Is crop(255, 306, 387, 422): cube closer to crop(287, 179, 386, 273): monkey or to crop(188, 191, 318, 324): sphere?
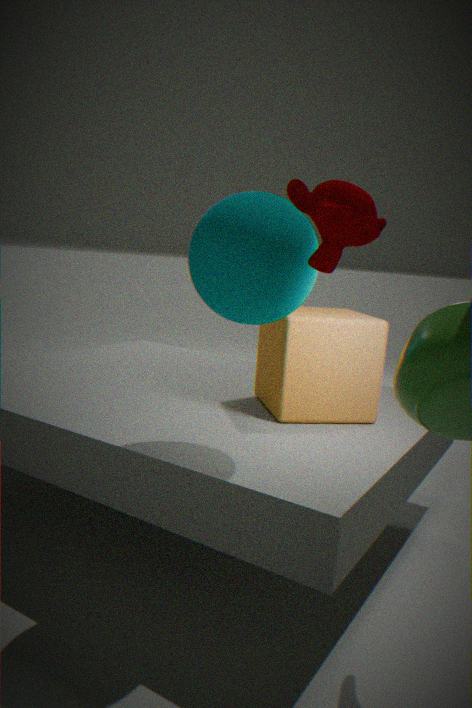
crop(188, 191, 318, 324): sphere
